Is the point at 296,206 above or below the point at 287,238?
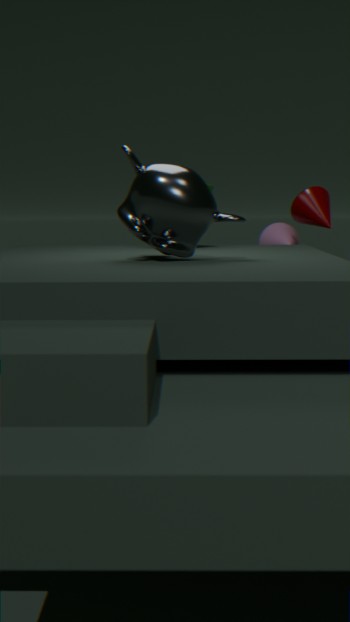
above
